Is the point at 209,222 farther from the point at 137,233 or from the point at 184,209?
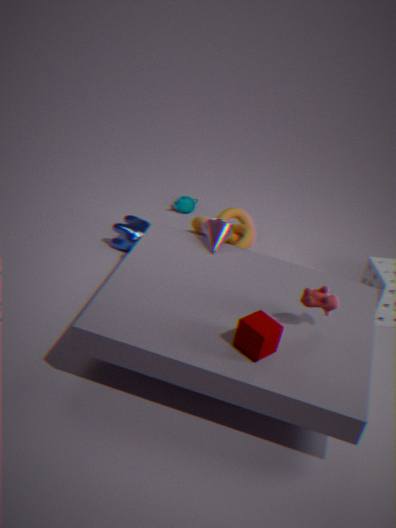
the point at 184,209
